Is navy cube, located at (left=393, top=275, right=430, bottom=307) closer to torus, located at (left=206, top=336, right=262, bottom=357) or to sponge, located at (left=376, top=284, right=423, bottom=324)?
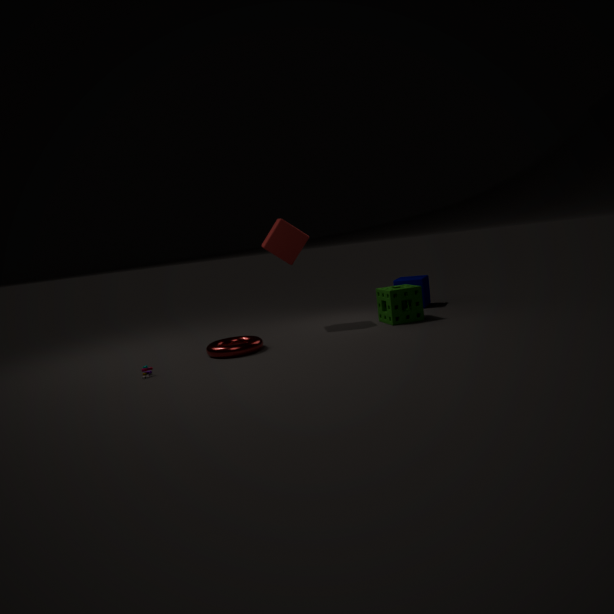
sponge, located at (left=376, top=284, right=423, bottom=324)
